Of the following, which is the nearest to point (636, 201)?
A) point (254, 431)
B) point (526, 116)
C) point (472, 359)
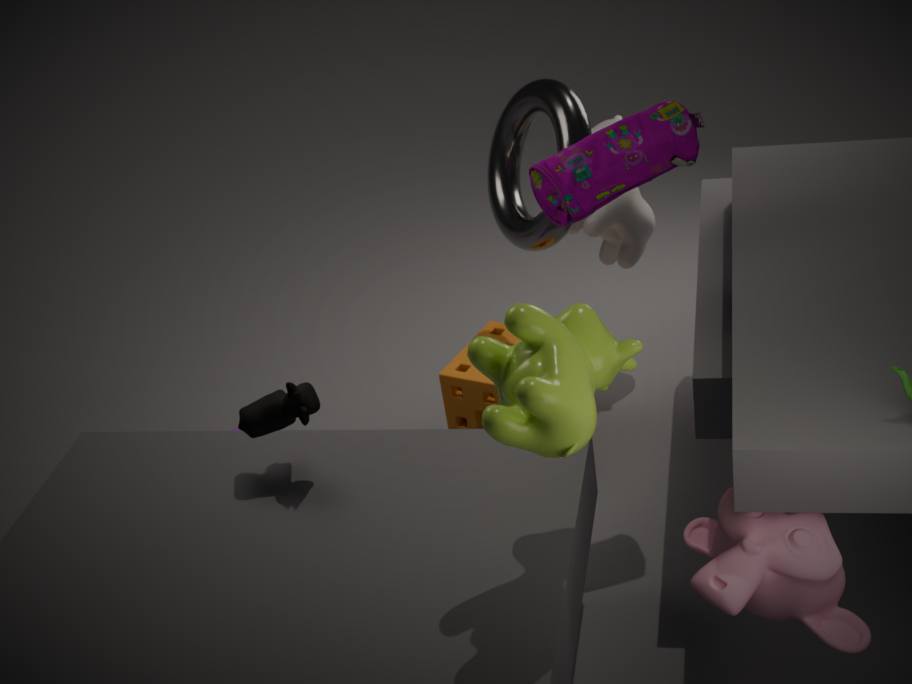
point (526, 116)
